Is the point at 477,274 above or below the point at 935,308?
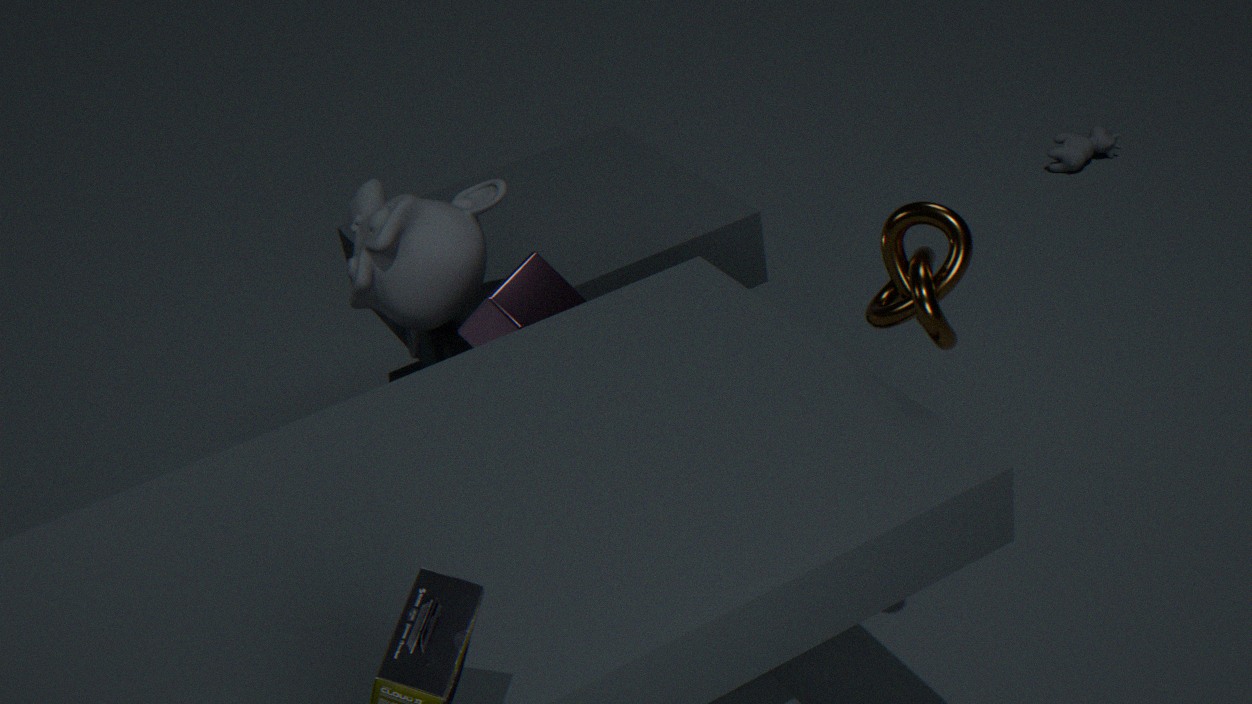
below
